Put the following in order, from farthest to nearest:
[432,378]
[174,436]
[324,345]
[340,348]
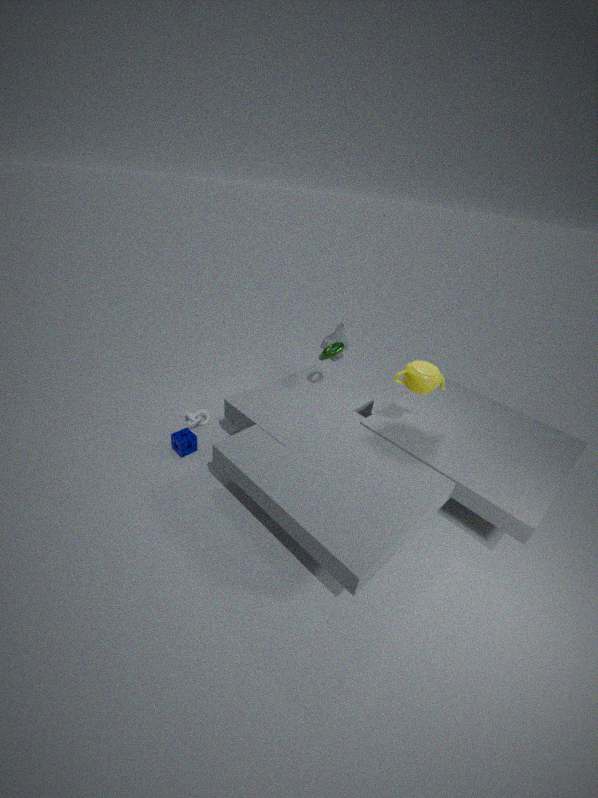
[324,345], [340,348], [174,436], [432,378]
